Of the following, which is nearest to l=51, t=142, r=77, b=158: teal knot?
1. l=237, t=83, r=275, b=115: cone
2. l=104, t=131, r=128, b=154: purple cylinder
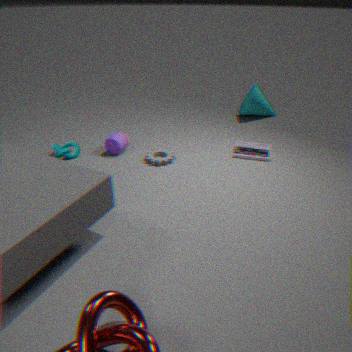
l=104, t=131, r=128, b=154: purple cylinder
